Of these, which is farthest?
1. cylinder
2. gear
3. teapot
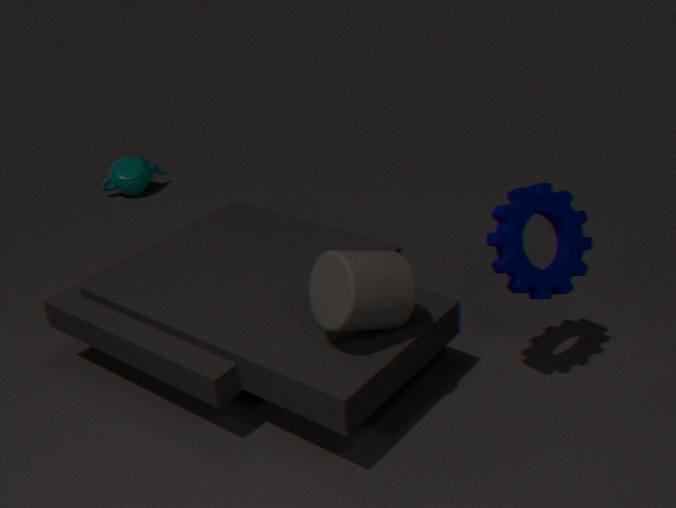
teapot
